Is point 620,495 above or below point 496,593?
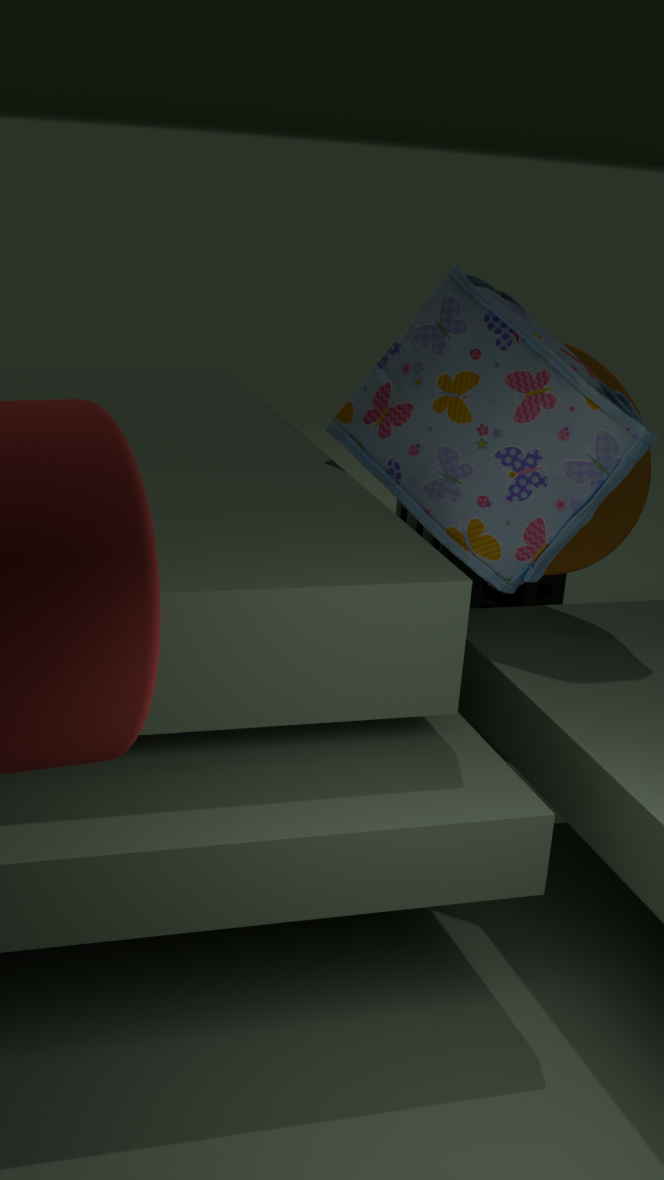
above
